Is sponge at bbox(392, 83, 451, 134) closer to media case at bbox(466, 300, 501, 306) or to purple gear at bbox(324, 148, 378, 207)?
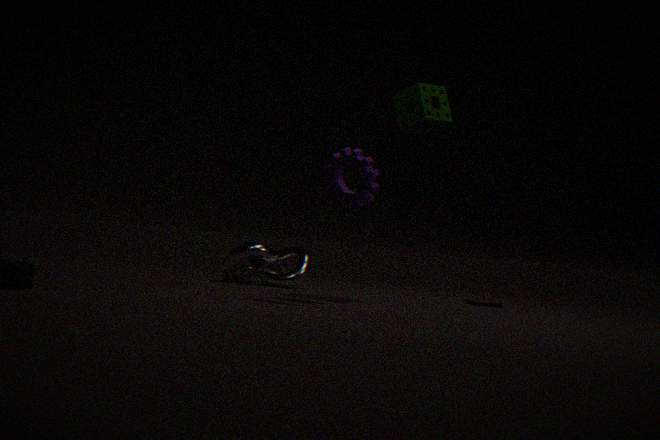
purple gear at bbox(324, 148, 378, 207)
